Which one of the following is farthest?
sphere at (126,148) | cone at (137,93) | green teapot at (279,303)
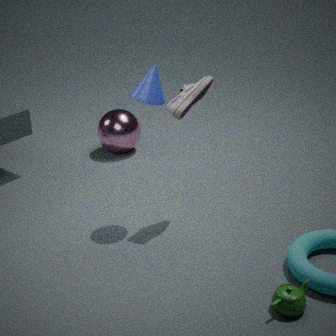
sphere at (126,148)
